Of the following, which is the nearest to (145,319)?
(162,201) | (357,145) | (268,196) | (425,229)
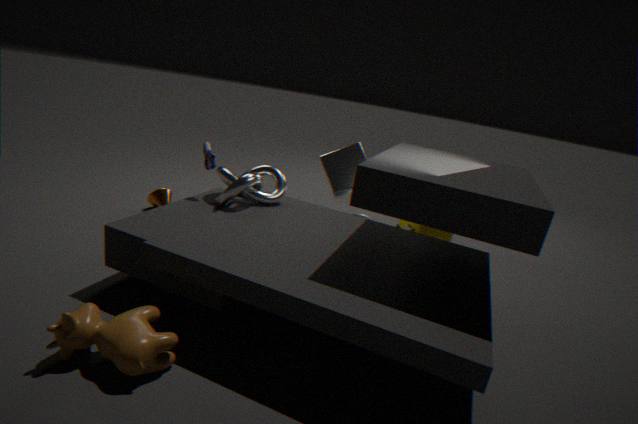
(268,196)
